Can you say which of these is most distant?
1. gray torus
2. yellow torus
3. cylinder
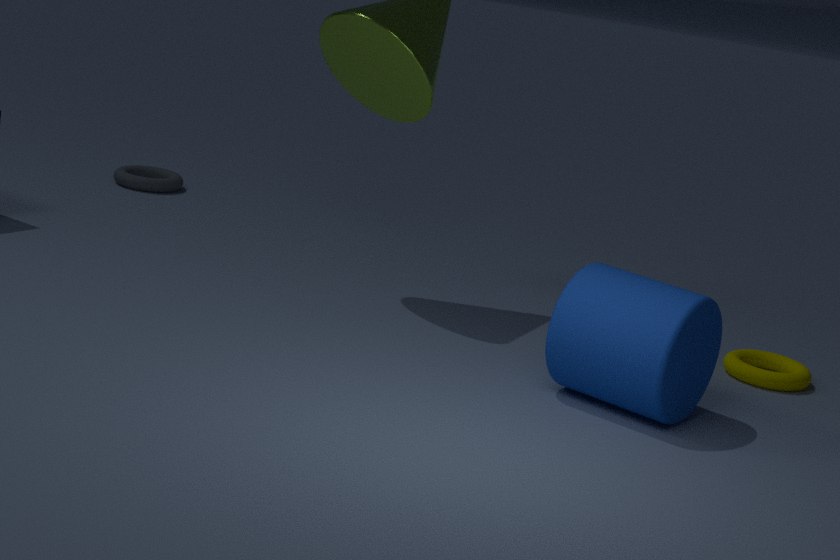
gray torus
